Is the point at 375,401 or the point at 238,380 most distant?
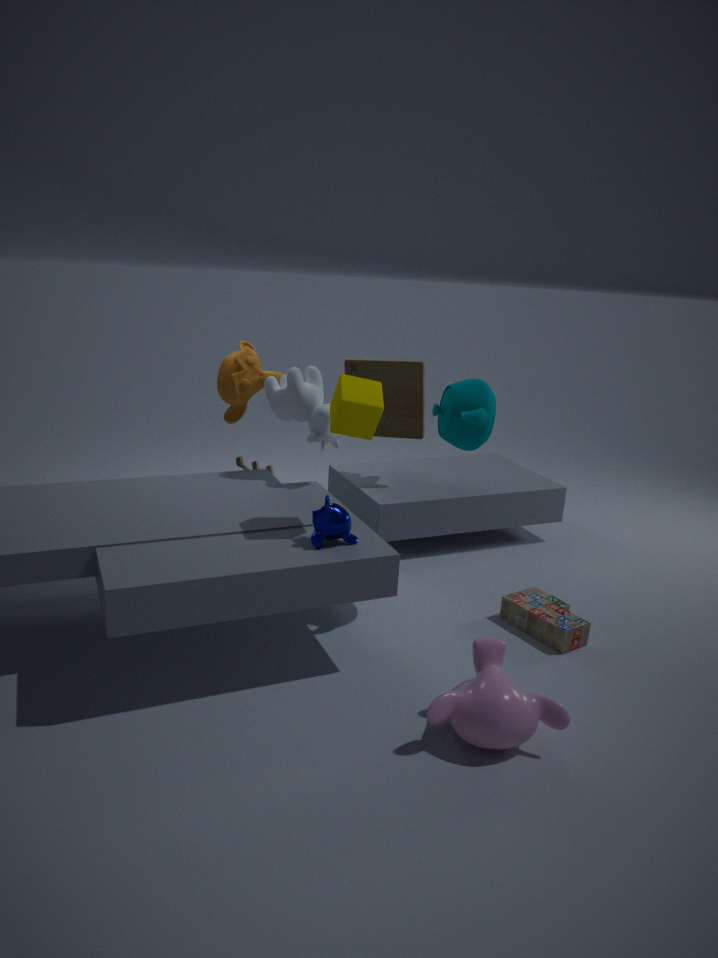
the point at 238,380
